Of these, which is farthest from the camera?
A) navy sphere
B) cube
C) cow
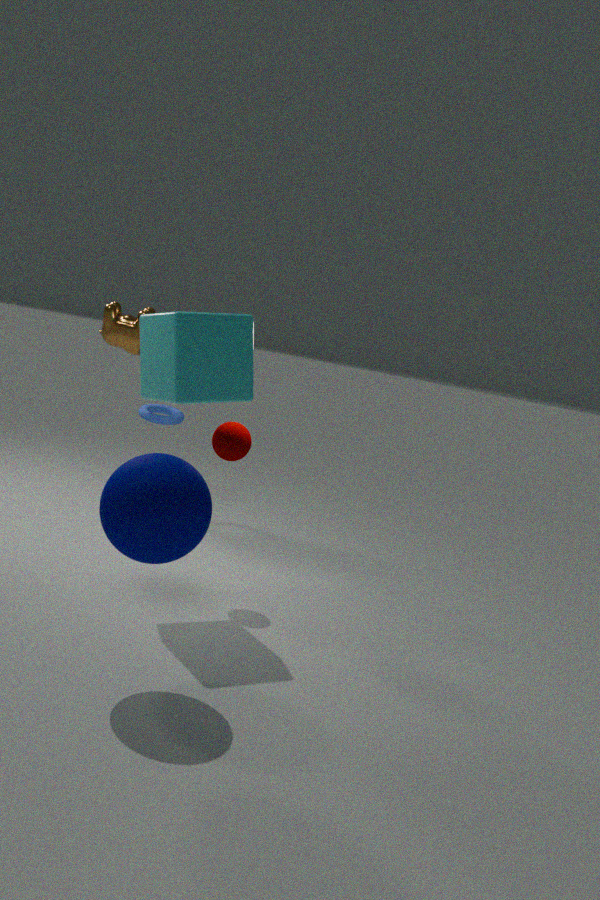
cow
